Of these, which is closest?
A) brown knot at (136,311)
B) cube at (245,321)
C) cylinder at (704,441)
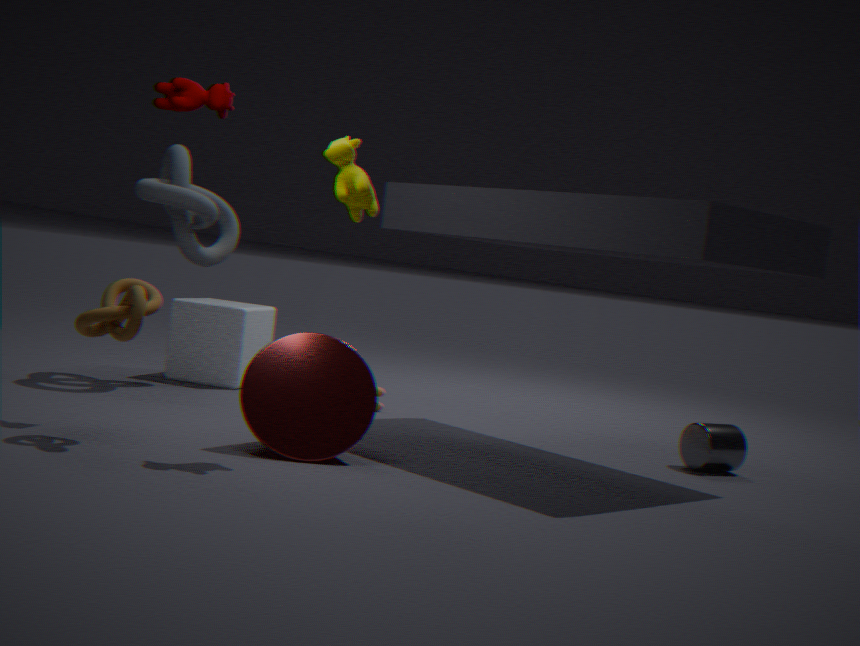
brown knot at (136,311)
